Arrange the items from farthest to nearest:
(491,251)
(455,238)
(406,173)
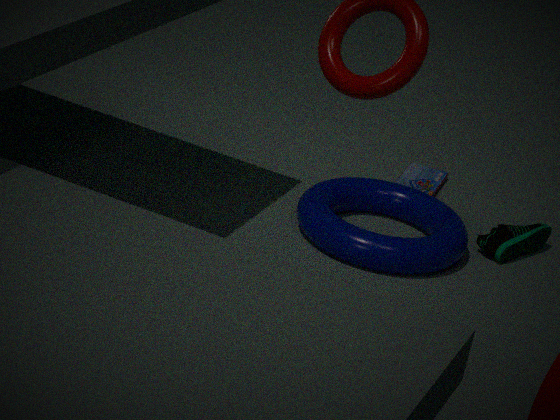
(406,173)
(491,251)
(455,238)
